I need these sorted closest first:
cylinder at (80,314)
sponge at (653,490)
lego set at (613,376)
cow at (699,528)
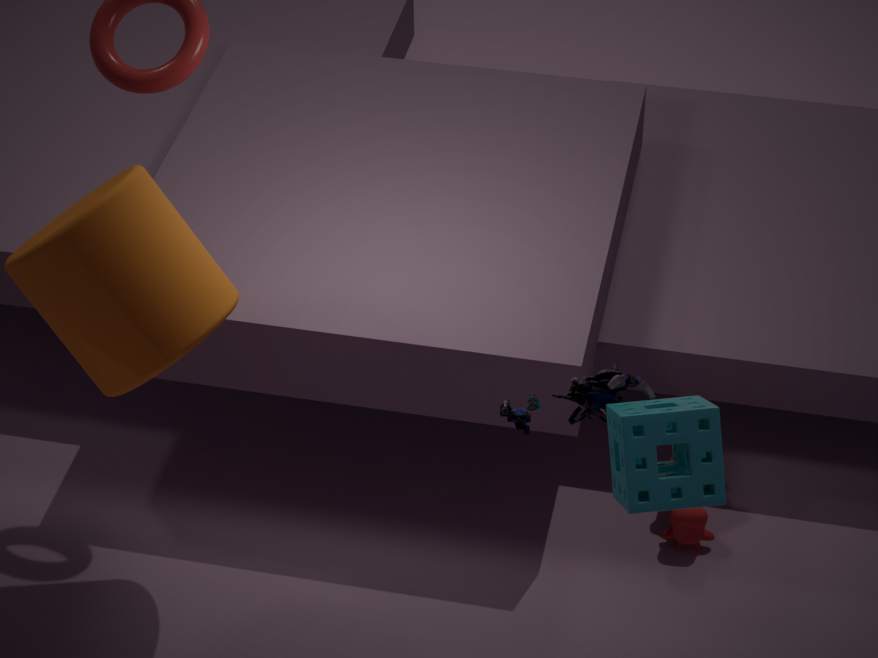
sponge at (653,490) < lego set at (613,376) < cylinder at (80,314) < cow at (699,528)
